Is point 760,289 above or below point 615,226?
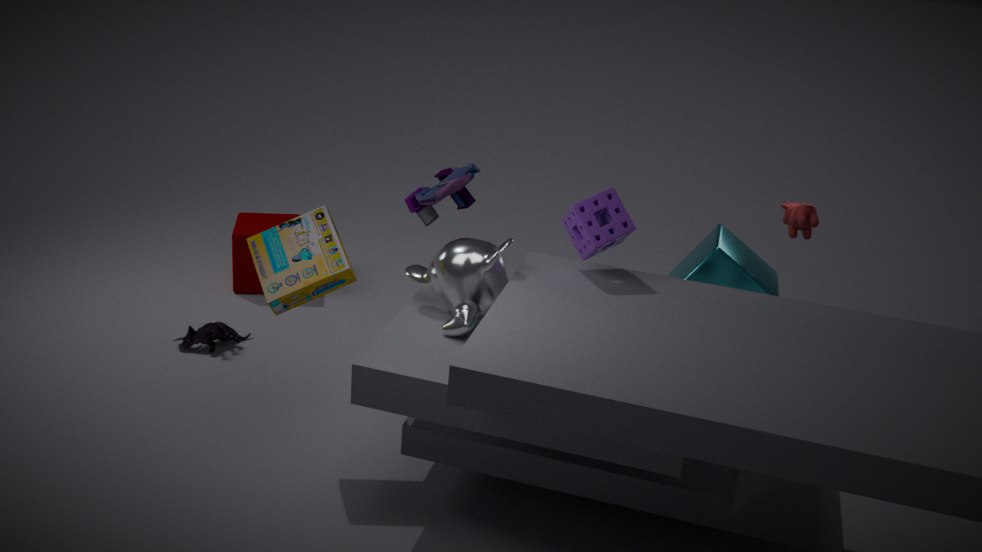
below
